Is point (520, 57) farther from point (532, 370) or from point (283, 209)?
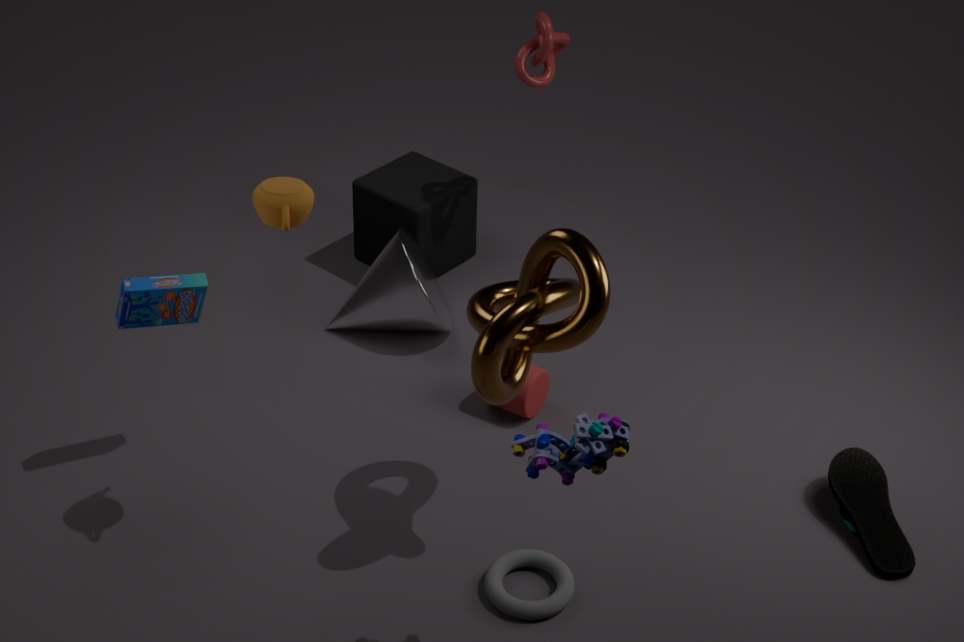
point (283, 209)
